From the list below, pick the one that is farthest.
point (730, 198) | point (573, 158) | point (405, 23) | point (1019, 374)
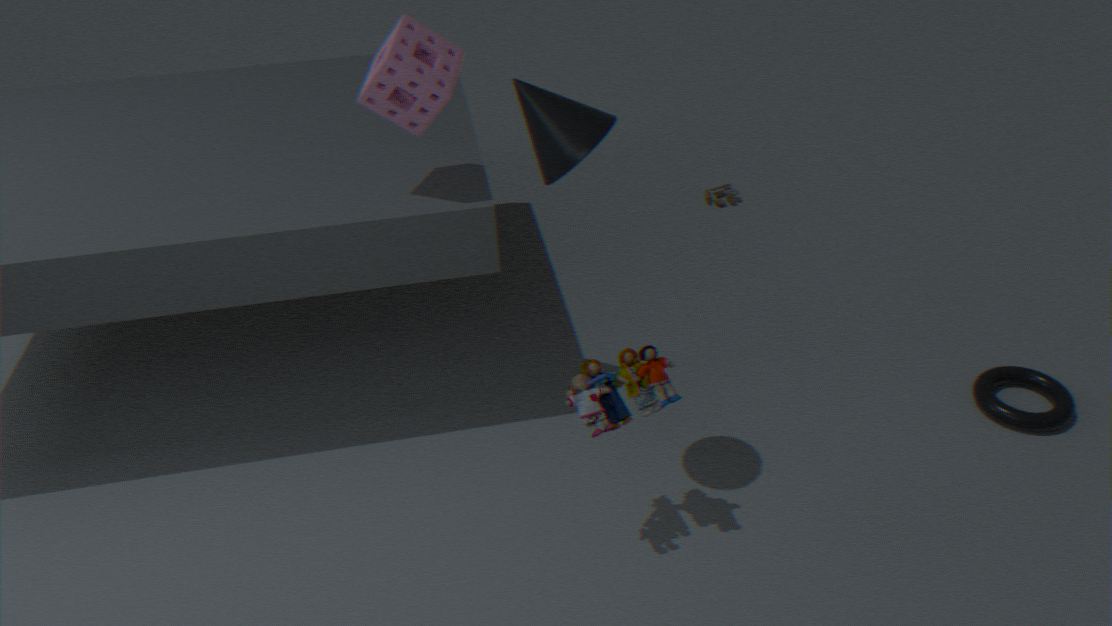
point (730, 198)
